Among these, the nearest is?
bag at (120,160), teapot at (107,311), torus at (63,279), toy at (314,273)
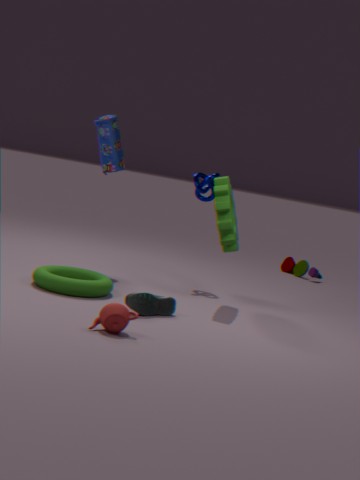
teapot at (107,311)
